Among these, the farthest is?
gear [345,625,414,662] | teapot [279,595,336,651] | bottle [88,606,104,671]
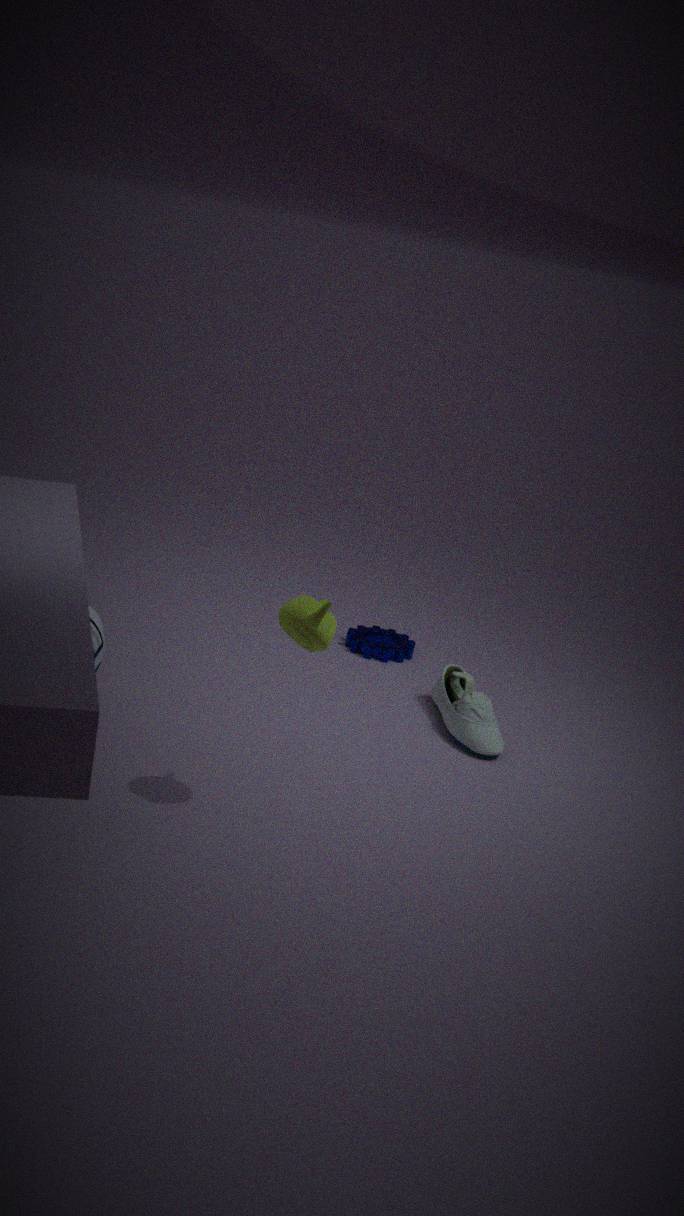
gear [345,625,414,662]
